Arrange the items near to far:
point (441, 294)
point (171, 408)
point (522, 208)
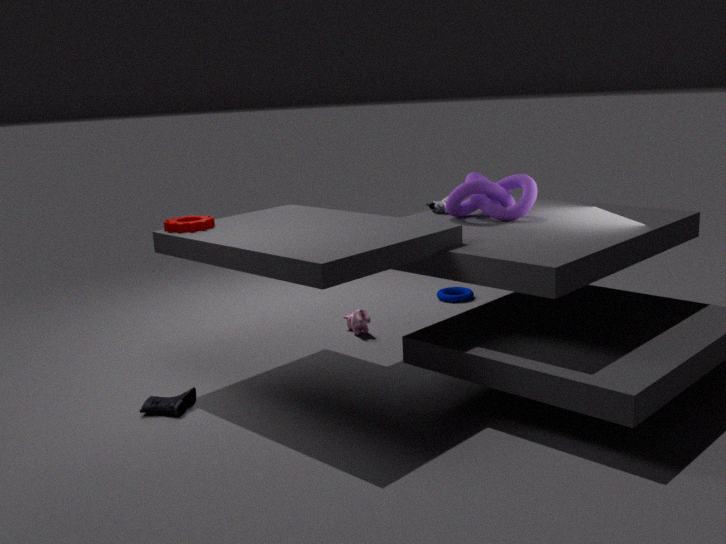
point (171, 408) → point (522, 208) → point (441, 294)
